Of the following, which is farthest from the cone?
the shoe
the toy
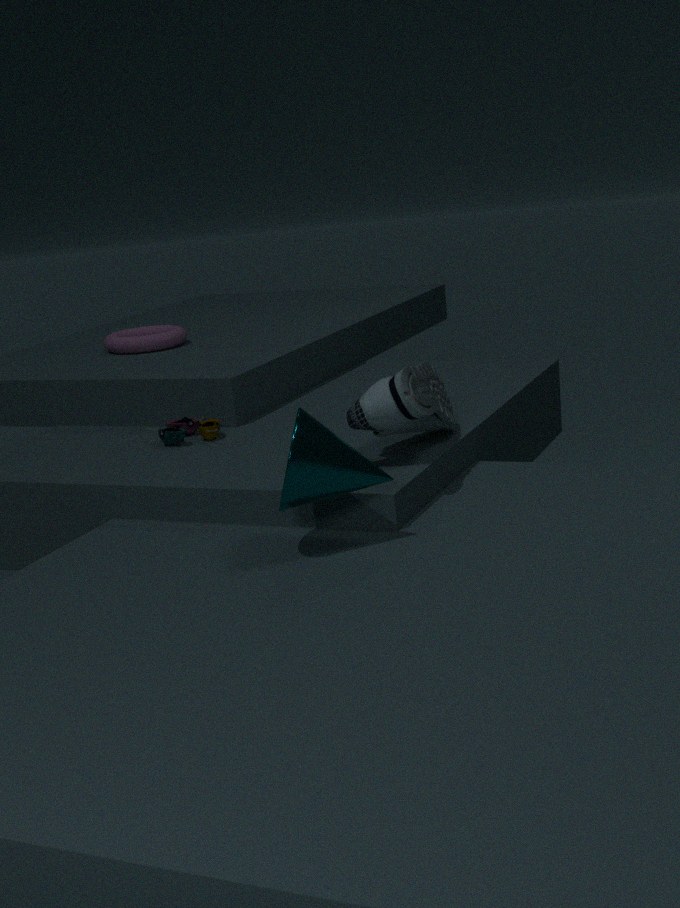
the toy
